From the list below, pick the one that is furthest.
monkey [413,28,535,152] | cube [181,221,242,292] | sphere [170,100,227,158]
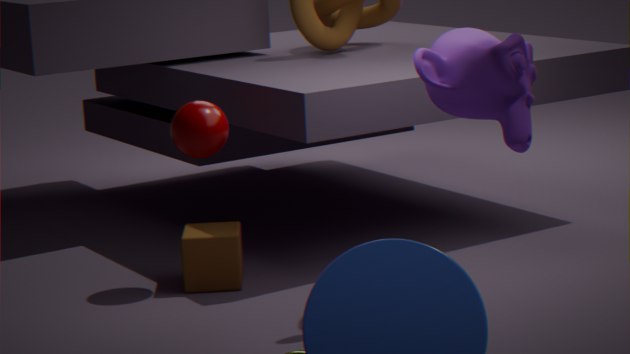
cube [181,221,242,292]
